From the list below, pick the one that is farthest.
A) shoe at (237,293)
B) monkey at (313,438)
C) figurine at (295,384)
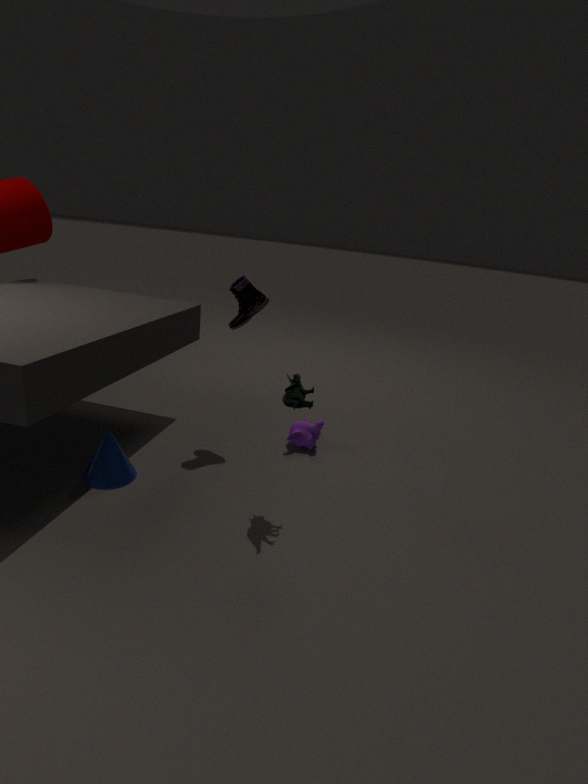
monkey at (313,438)
